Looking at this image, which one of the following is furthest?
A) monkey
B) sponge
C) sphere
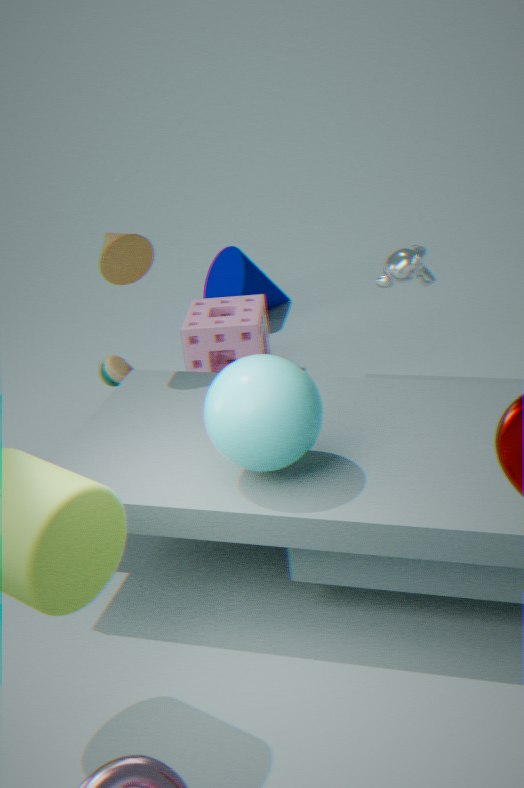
sponge
